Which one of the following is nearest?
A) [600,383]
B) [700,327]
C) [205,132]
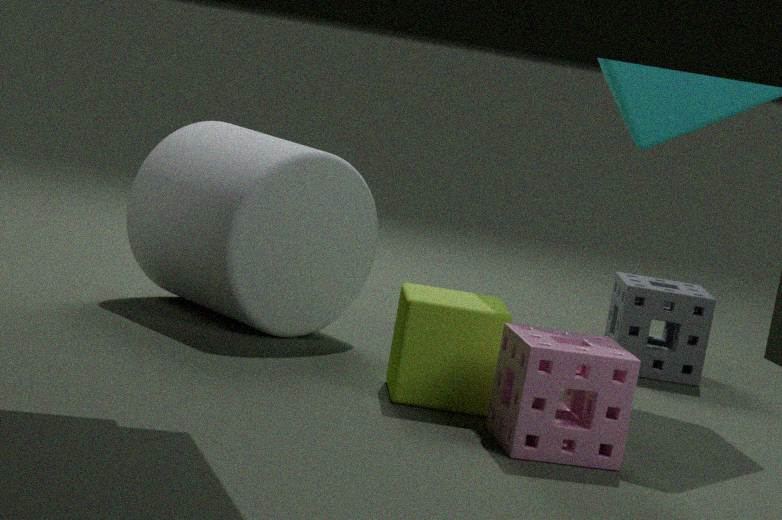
[600,383]
